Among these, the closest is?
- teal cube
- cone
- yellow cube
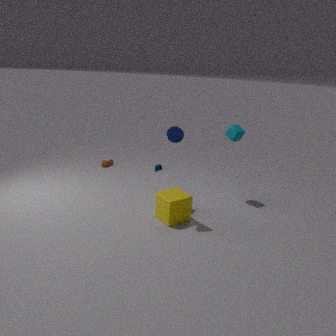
cone
